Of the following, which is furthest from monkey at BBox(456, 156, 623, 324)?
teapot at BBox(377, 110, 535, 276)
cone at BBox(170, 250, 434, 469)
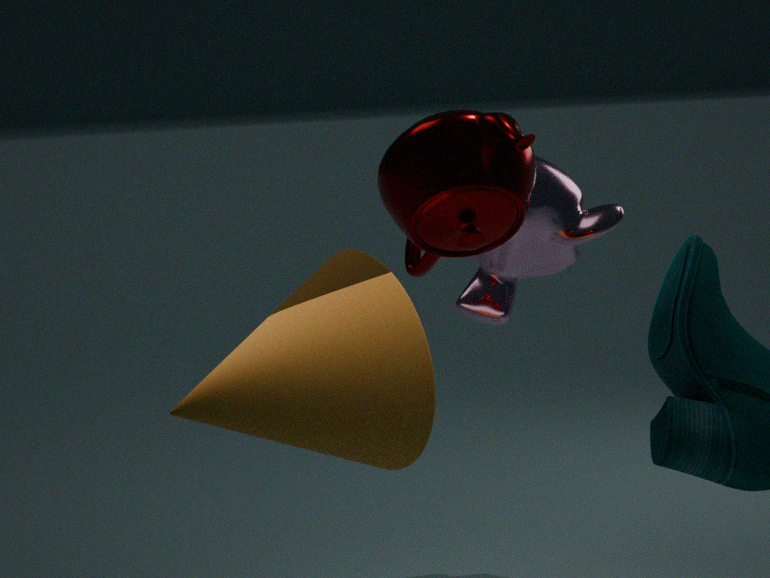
cone at BBox(170, 250, 434, 469)
